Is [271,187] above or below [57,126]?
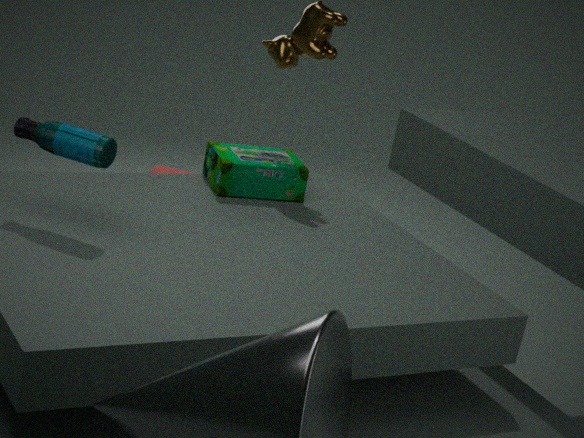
below
